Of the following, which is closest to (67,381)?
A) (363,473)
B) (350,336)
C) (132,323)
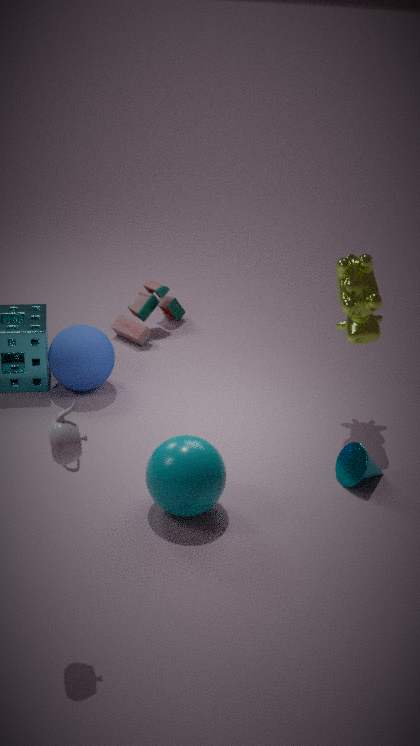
(132,323)
